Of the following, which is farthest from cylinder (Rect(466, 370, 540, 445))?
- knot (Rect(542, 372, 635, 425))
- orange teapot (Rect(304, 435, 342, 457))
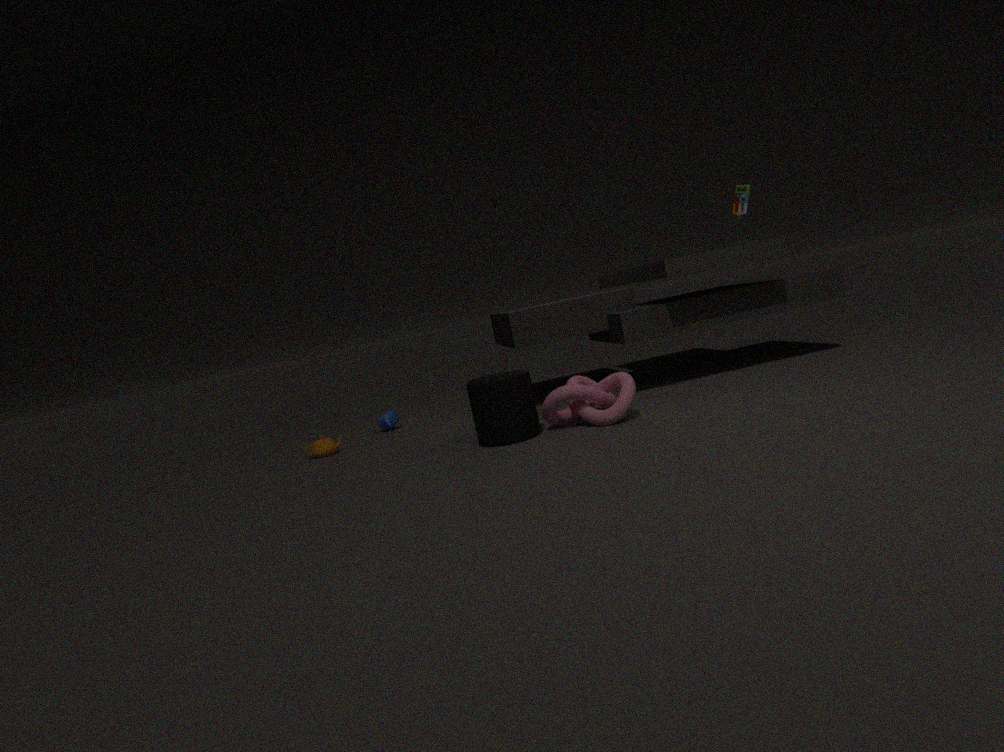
orange teapot (Rect(304, 435, 342, 457))
